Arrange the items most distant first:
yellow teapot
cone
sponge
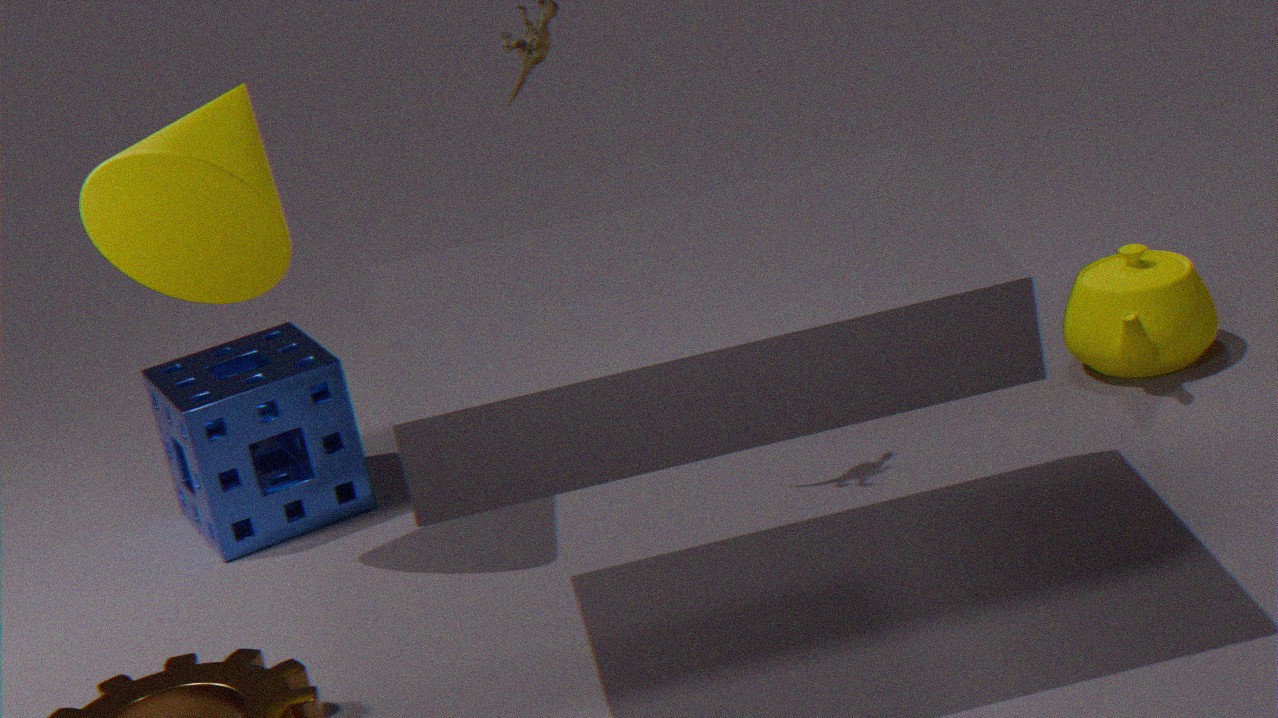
sponge → yellow teapot → cone
